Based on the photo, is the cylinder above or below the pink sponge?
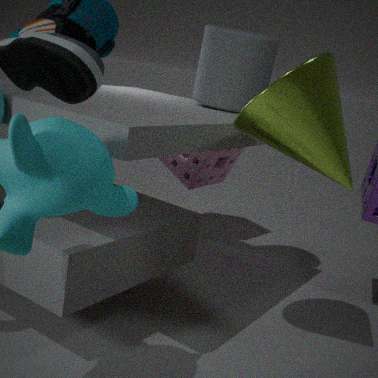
above
